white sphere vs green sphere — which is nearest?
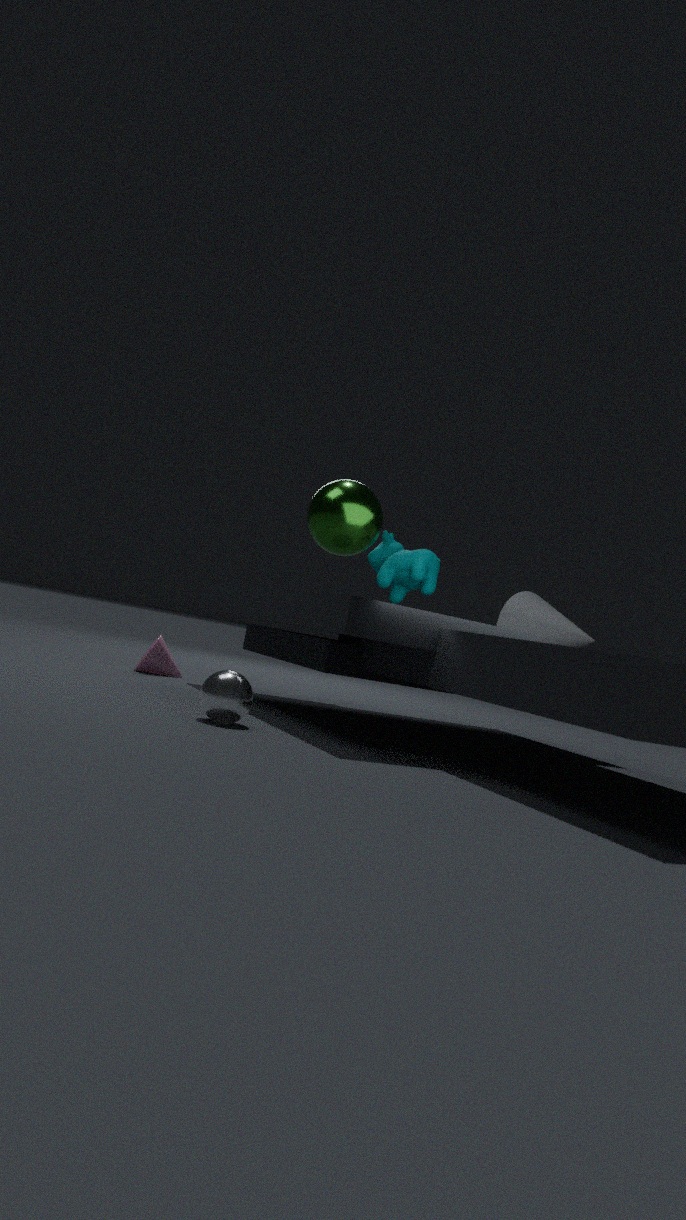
white sphere
